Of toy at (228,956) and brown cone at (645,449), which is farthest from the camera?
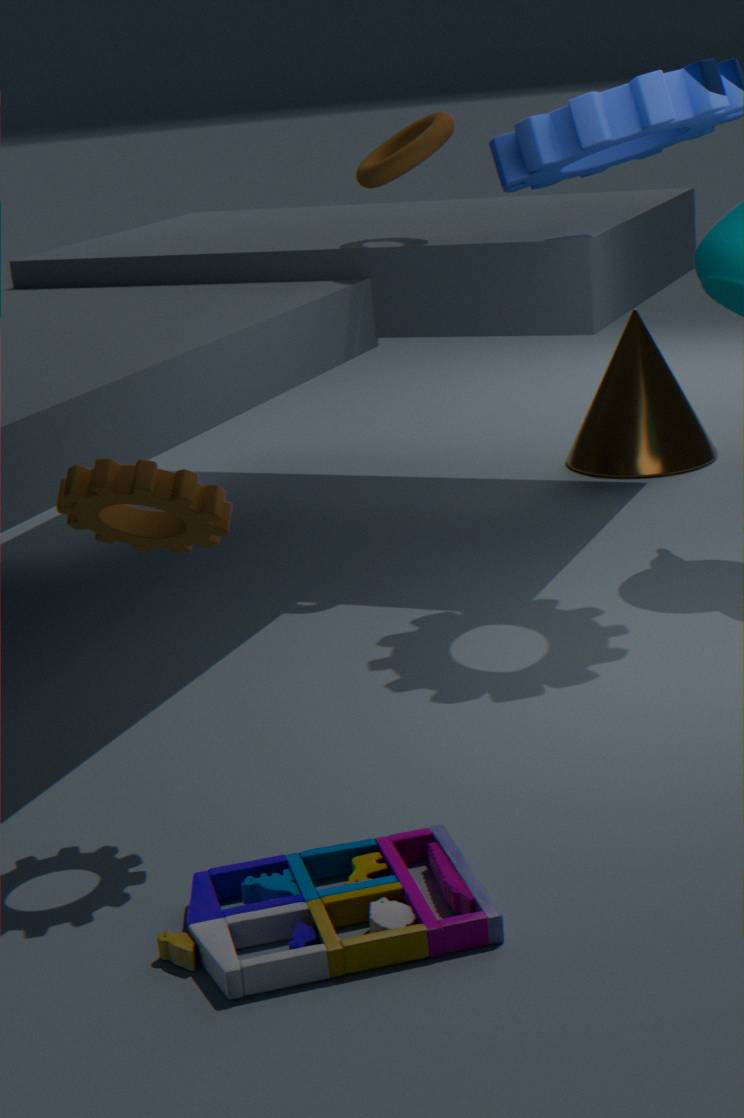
brown cone at (645,449)
